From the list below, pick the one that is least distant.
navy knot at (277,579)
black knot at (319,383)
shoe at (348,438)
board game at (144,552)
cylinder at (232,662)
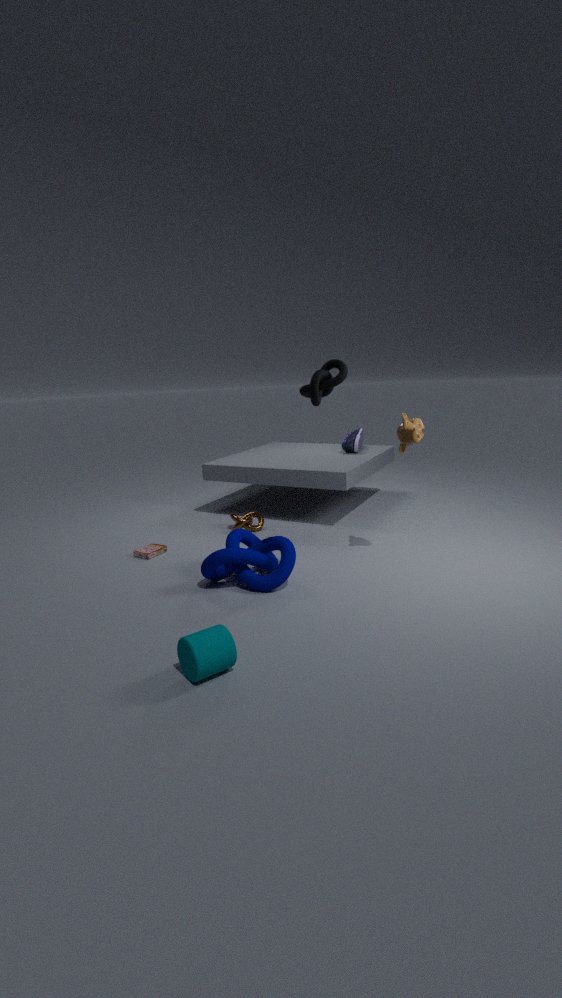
cylinder at (232,662)
